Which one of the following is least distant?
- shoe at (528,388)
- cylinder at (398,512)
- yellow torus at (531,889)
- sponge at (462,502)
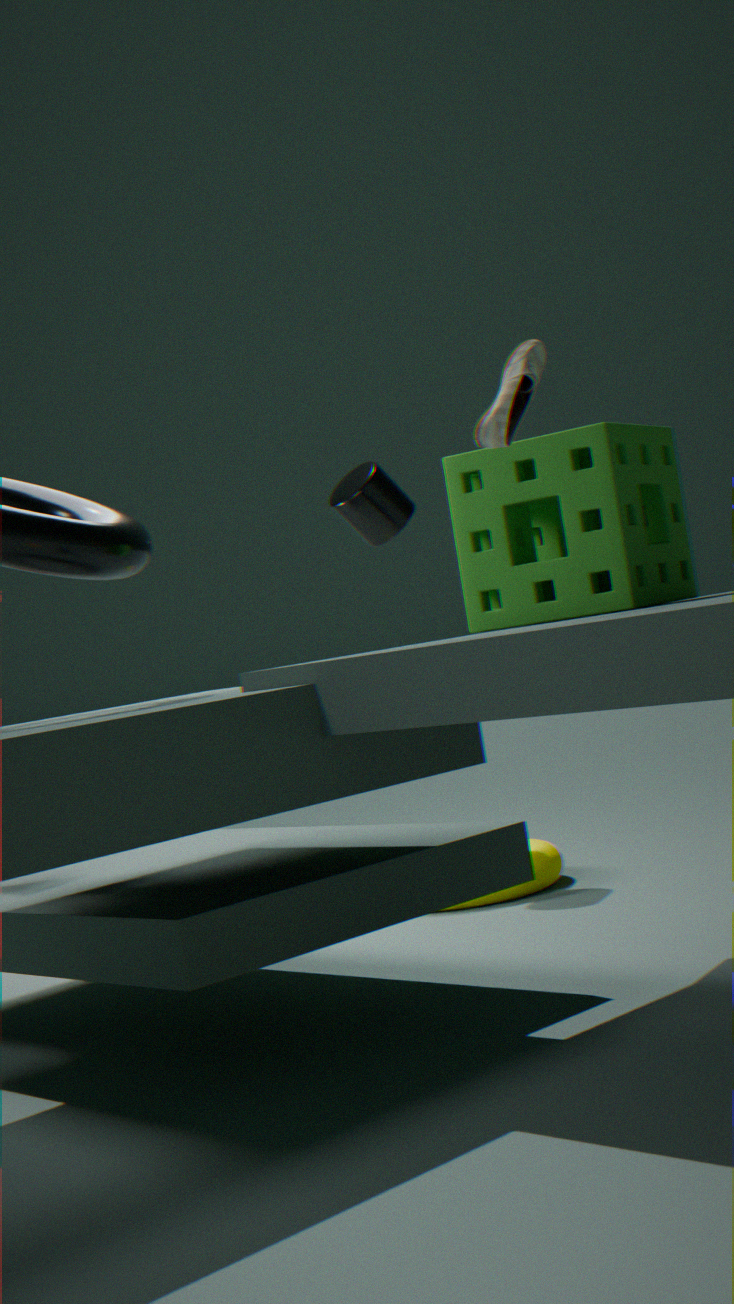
shoe at (528,388)
